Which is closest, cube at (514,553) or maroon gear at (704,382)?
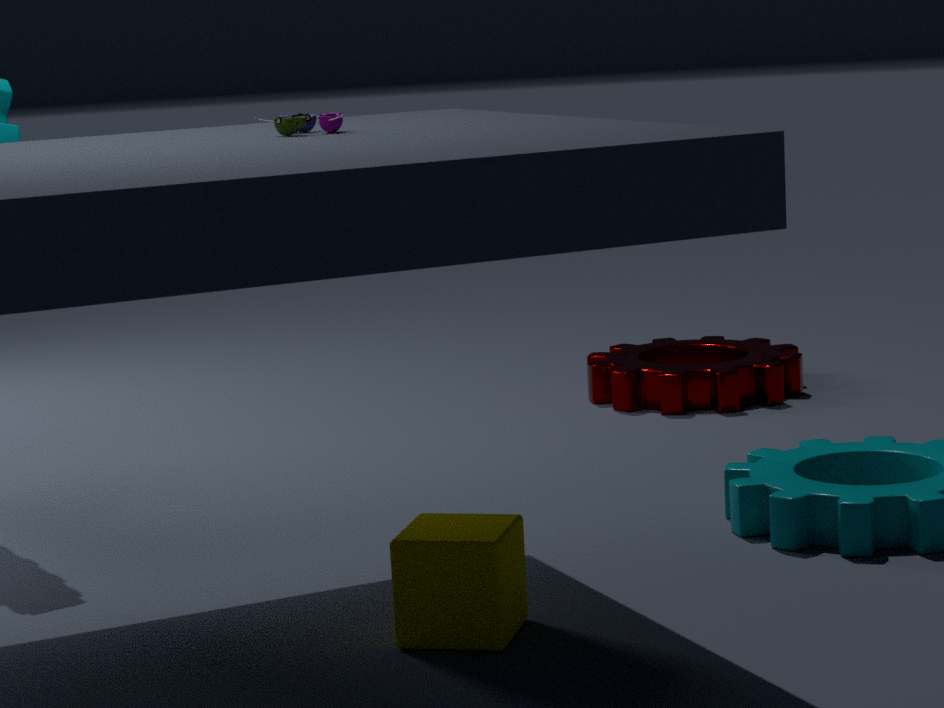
cube at (514,553)
